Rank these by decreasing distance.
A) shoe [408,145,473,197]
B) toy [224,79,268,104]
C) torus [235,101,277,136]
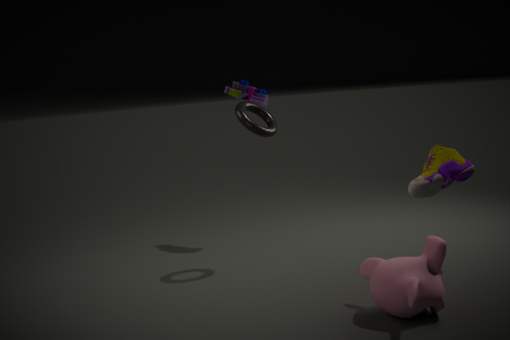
toy [224,79,268,104] < torus [235,101,277,136] < shoe [408,145,473,197]
